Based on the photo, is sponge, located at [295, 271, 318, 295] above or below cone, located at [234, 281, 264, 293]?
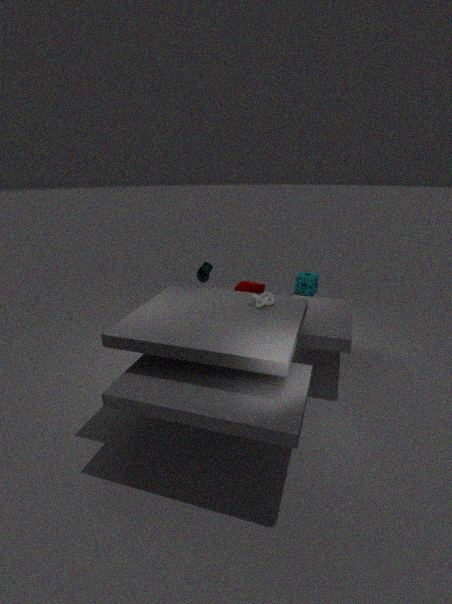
below
